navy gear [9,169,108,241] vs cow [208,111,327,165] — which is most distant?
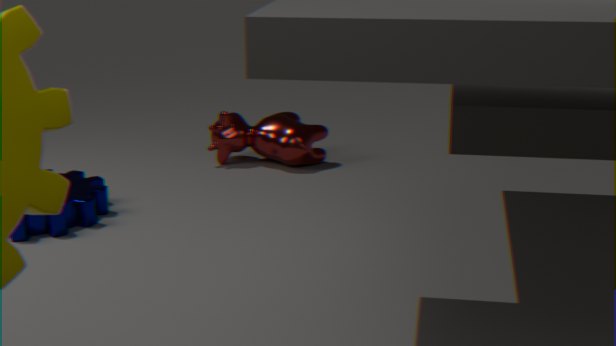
cow [208,111,327,165]
